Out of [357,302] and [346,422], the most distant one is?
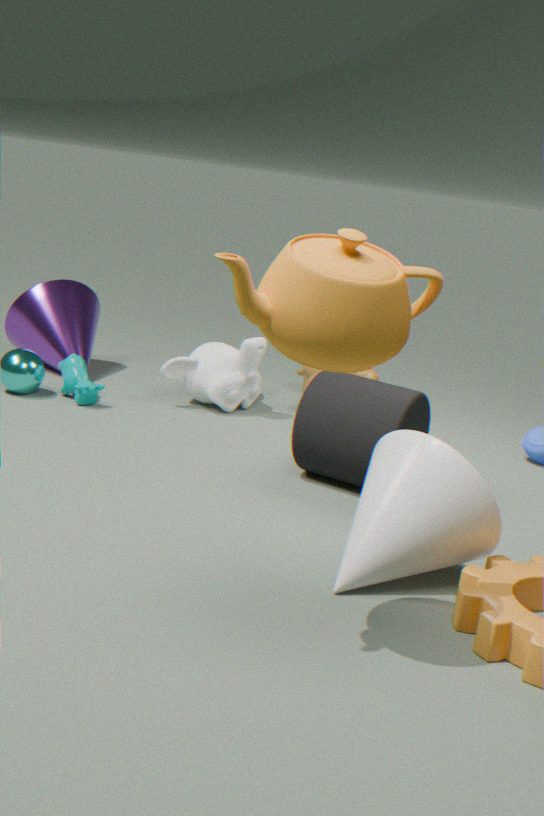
[346,422]
